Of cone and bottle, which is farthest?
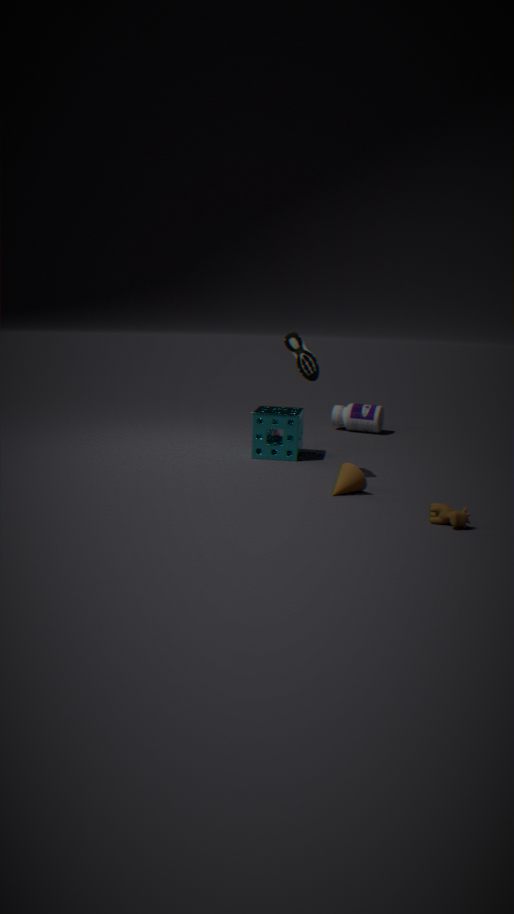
bottle
